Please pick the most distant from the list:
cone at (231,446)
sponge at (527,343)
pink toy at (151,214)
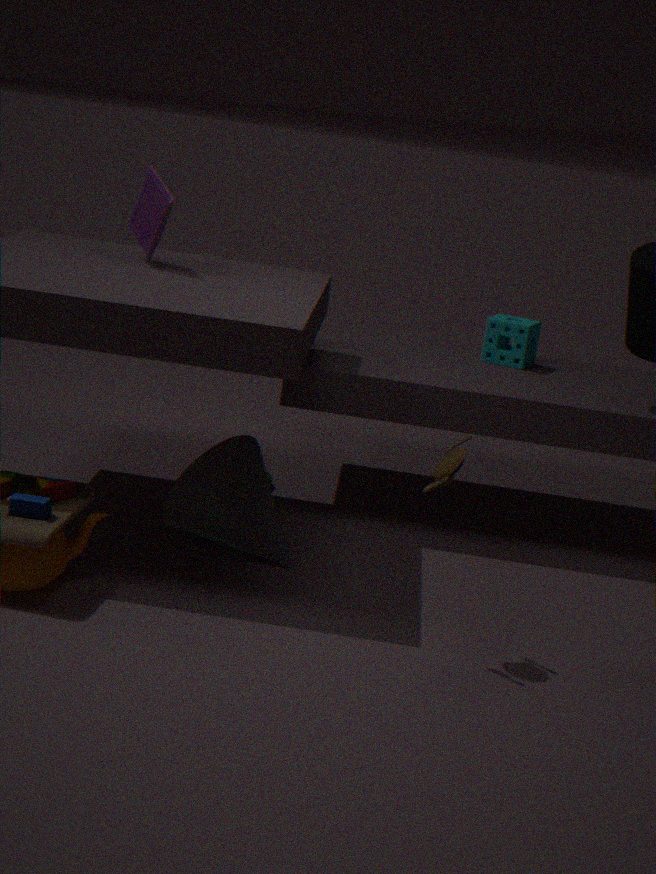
sponge at (527,343)
